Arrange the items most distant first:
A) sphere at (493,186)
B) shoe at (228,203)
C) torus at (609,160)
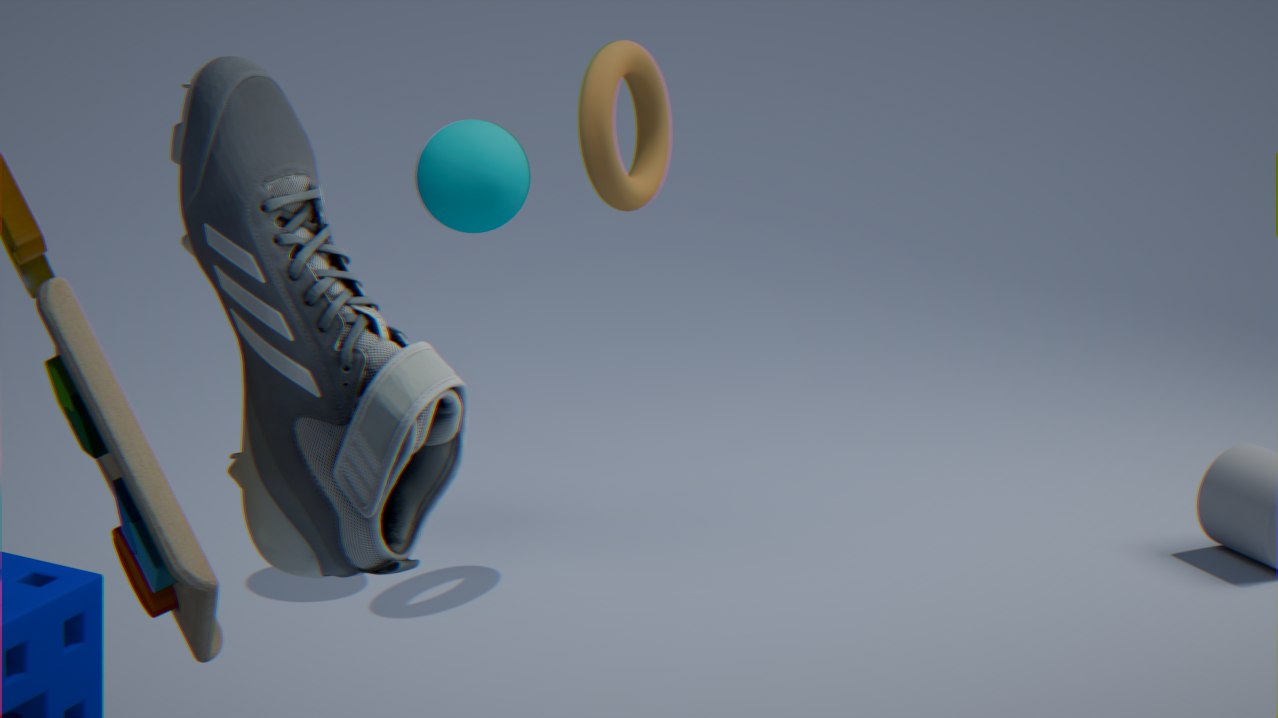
sphere at (493,186), torus at (609,160), shoe at (228,203)
